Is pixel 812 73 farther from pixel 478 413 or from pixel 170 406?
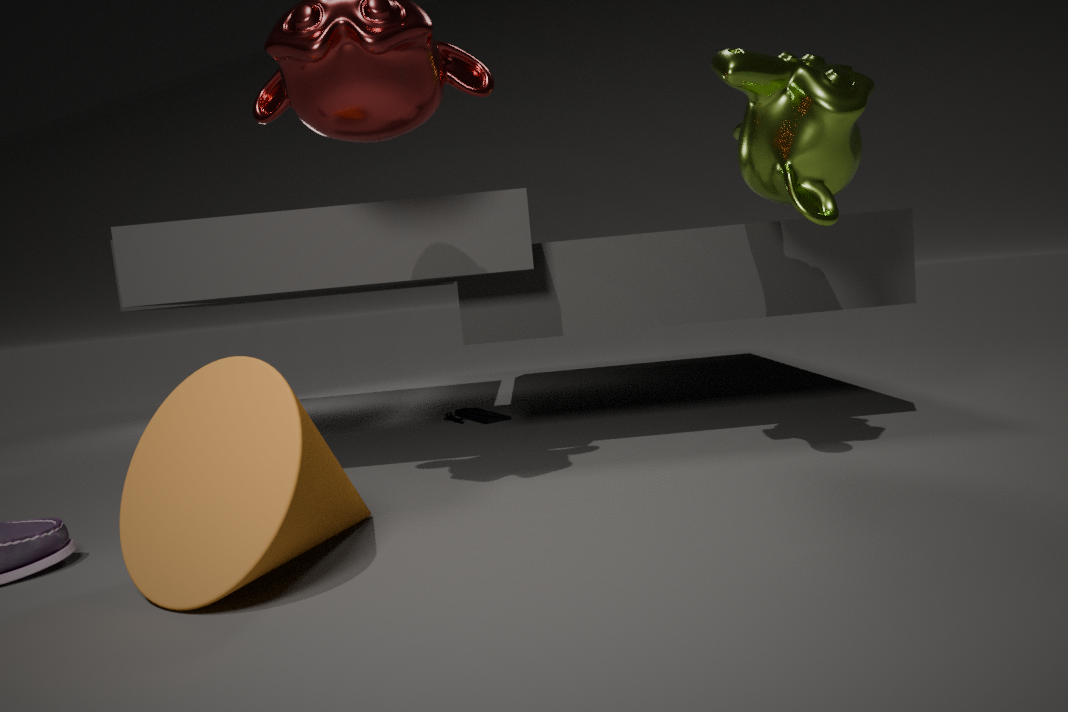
pixel 478 413
